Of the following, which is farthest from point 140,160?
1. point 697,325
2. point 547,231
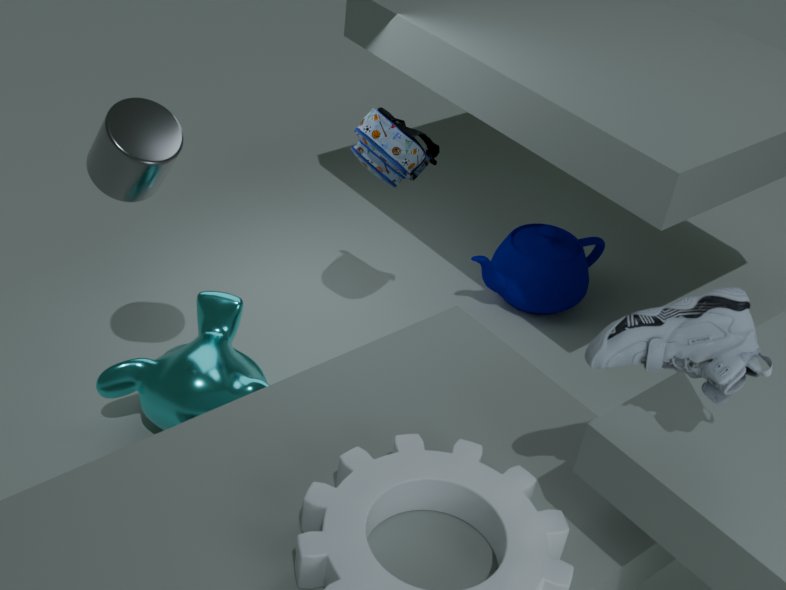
point 547,231
